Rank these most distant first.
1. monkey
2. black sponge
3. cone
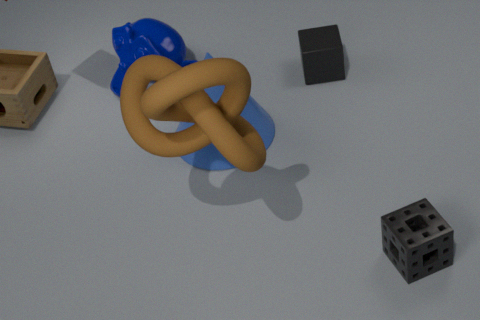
1. monkey
2. cone
3. black sponge
